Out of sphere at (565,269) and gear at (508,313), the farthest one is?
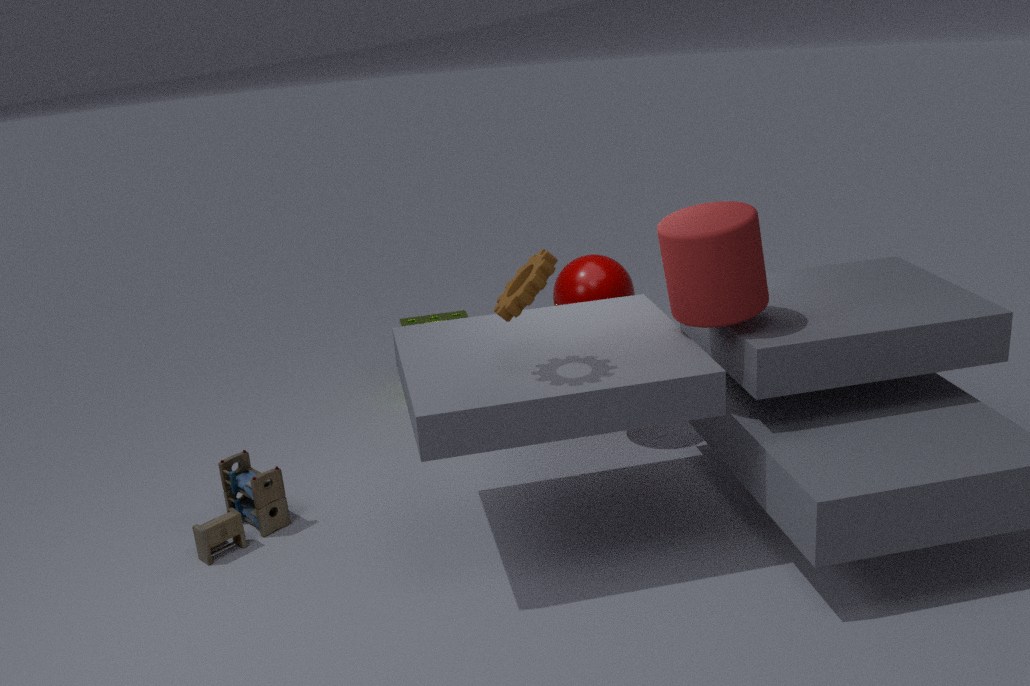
sphere at (565,269)
